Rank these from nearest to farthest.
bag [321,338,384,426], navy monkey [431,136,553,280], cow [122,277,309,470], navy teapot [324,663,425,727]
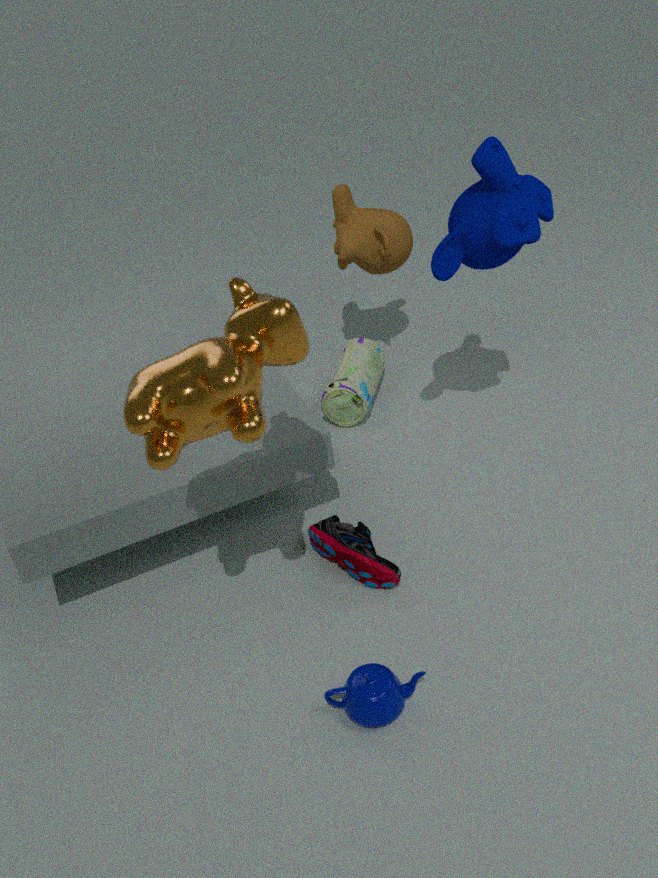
cow [122,277,309,470] → navy teapot [324,663,425,727] → navy monkey [431,136,553,280] → bag [321,338,384,426]
